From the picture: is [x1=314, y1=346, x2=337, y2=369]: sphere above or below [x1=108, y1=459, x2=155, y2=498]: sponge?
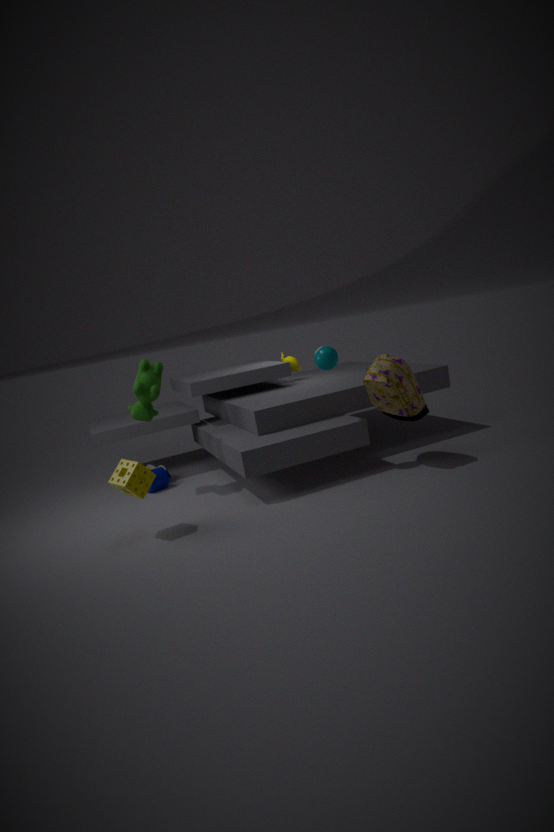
above
